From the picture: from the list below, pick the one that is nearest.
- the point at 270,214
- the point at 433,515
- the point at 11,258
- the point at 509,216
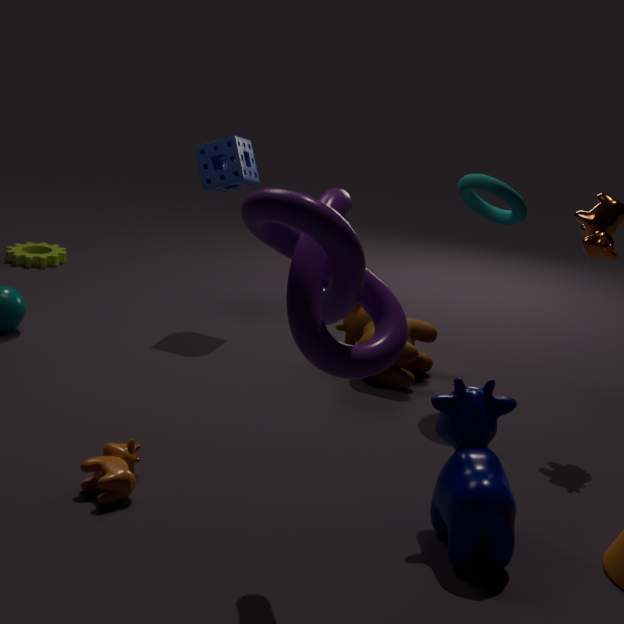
the point at 270,214
